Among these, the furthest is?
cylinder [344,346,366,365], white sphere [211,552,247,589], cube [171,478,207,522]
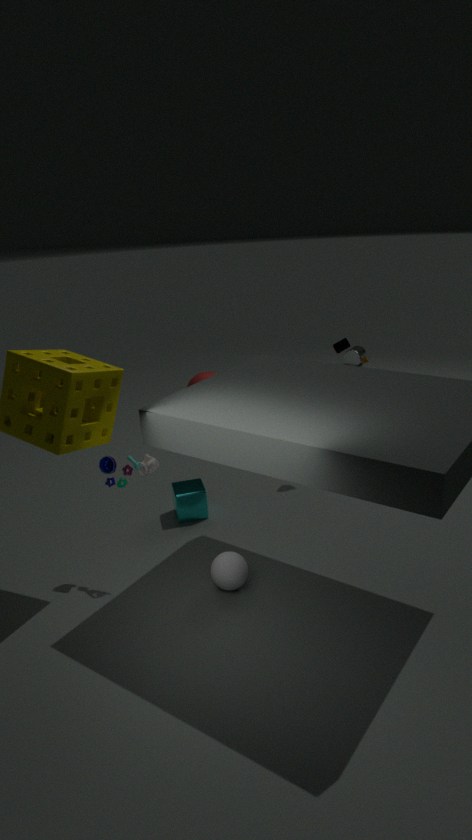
cylinder [344,346,366,365]
